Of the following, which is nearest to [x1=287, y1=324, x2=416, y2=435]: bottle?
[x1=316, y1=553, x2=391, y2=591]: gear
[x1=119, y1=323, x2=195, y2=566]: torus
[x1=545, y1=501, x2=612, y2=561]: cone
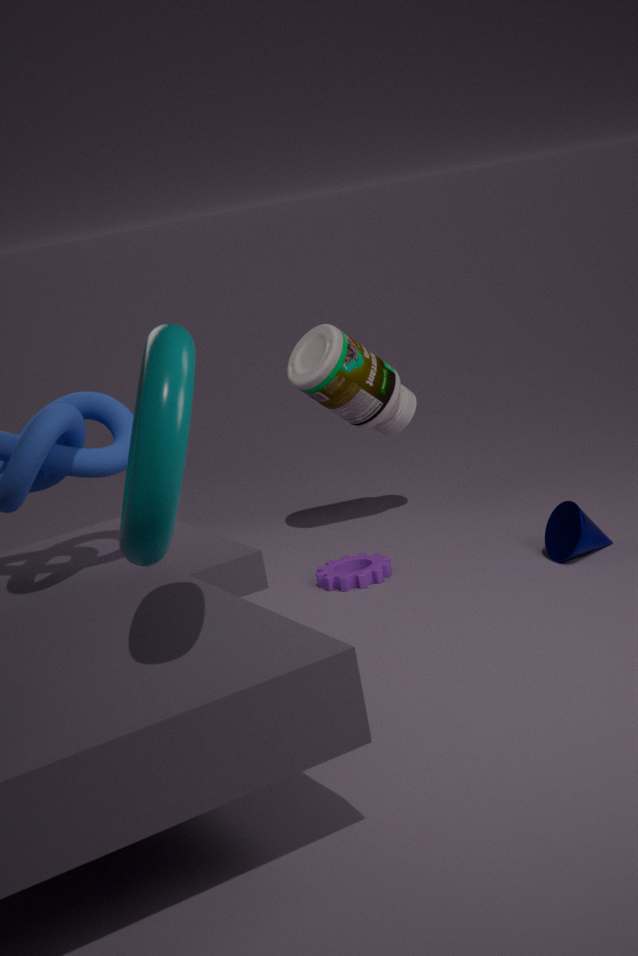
[x1=316, y1=553, x2=391, y2=591]: gear
